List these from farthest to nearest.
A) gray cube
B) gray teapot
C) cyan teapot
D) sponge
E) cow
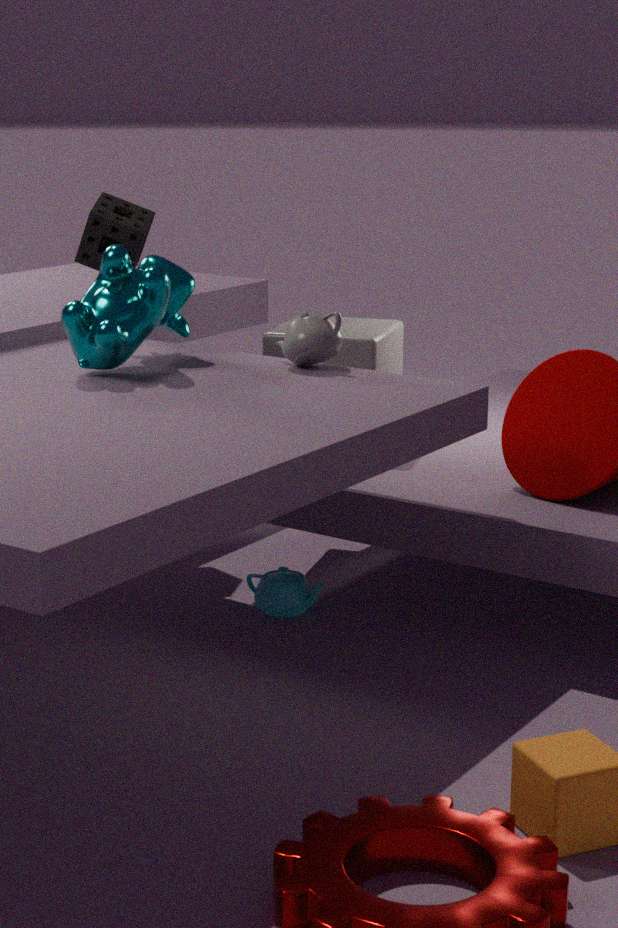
1. sponge
2. gray cube
3. cyan teapot
4. gray teapot
5. cow
